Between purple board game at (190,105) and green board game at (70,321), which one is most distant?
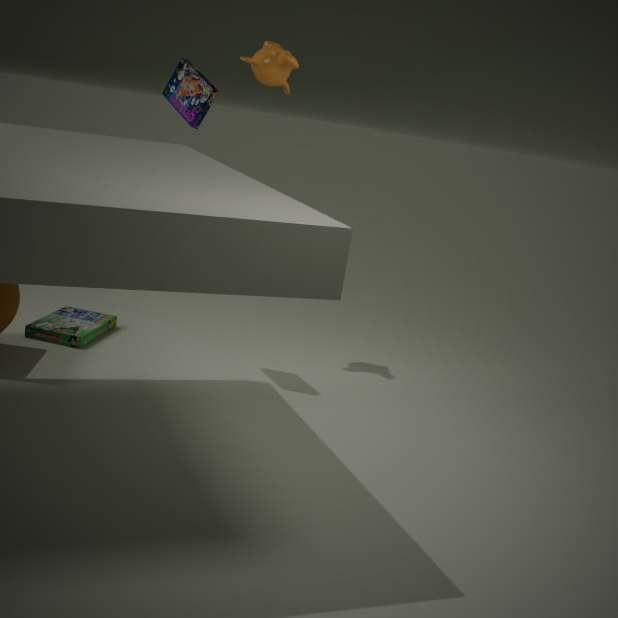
green board game at (70,321)
